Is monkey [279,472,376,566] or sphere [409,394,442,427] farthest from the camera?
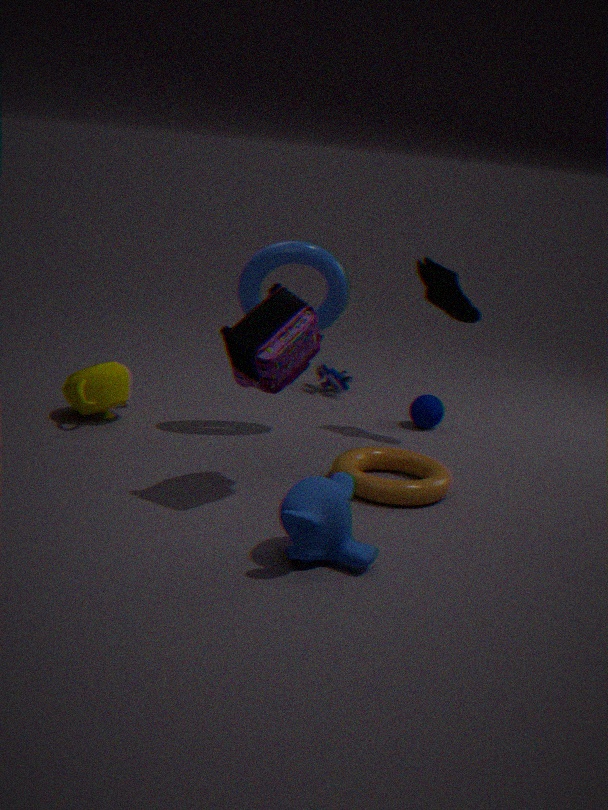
sphere [409,394,442,427]
